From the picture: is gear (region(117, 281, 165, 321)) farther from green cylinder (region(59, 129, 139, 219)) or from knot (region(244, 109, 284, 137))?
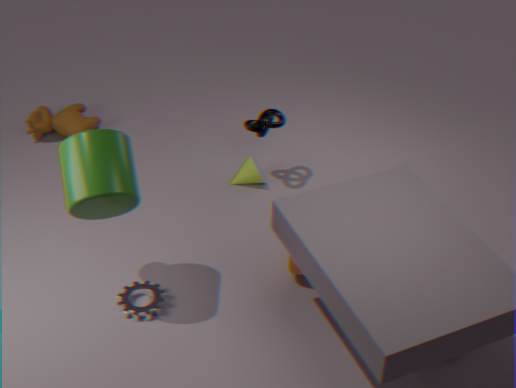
knot (region(244, 109, 284, 137))
